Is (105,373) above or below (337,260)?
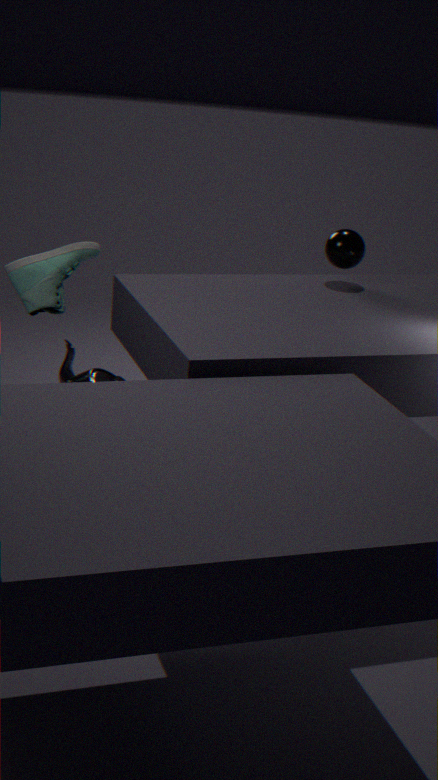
below
